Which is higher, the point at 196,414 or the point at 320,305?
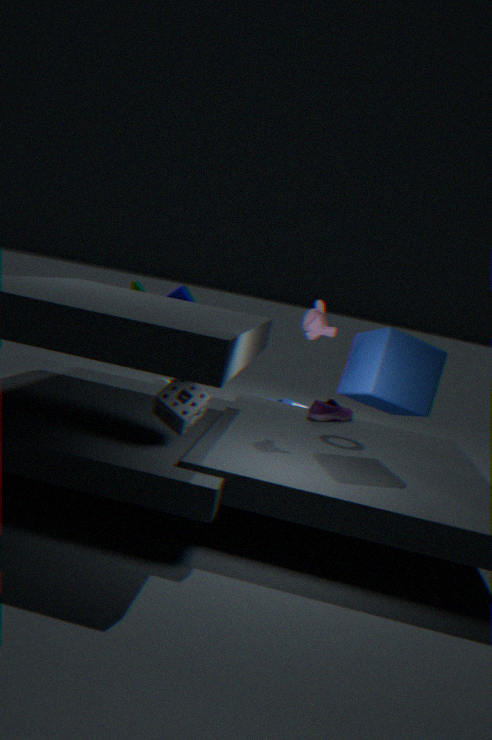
the point at 320,305
